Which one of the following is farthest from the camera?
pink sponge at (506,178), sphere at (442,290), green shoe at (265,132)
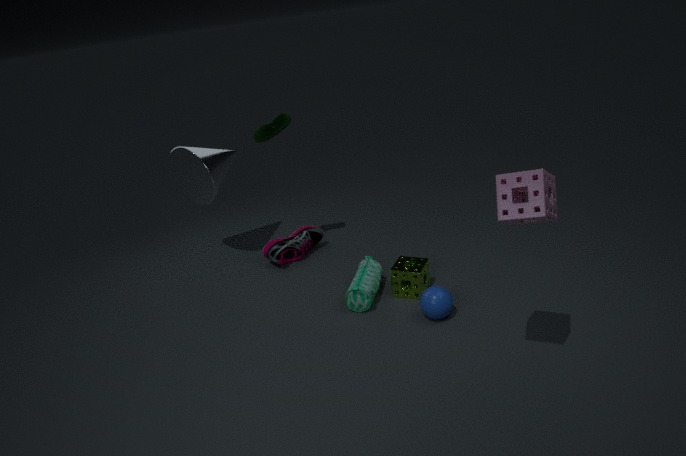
green shoe at (265,132)
